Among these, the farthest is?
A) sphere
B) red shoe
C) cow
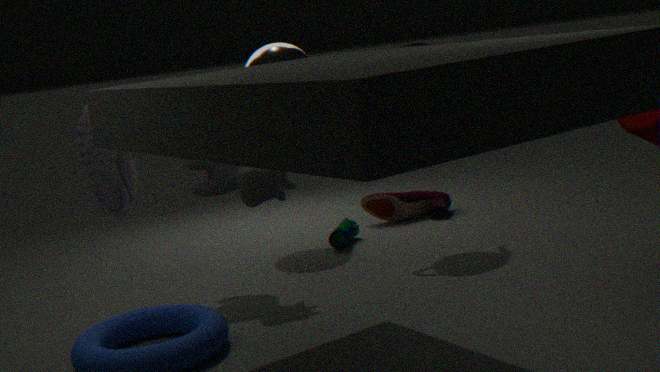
red shoe
